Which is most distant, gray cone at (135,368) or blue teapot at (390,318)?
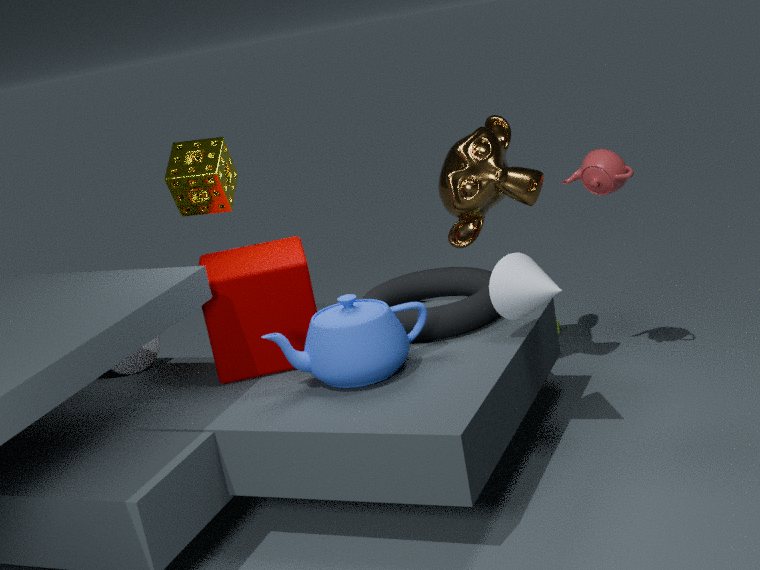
gray cone at (135,368)
